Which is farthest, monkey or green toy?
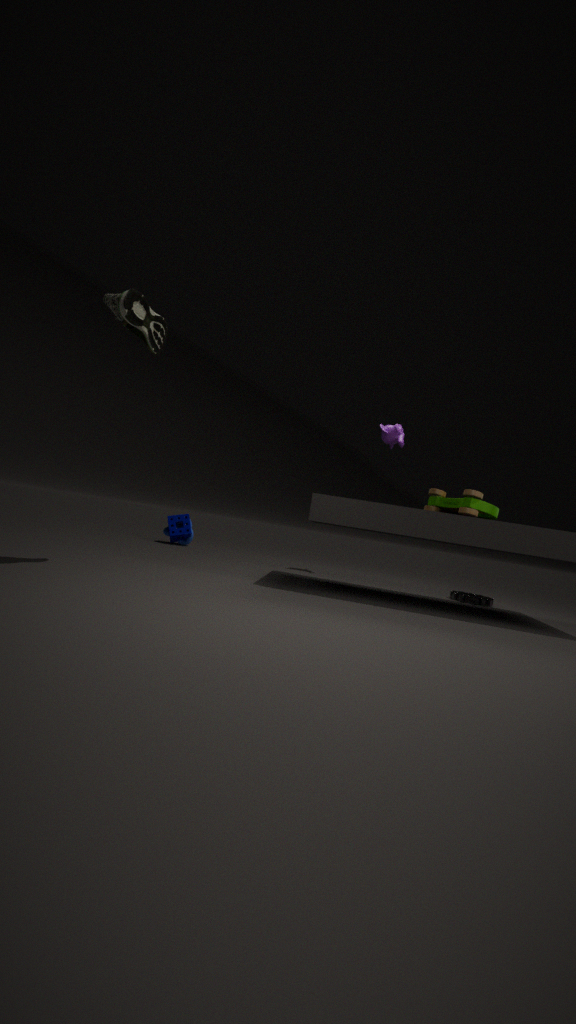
monkey
